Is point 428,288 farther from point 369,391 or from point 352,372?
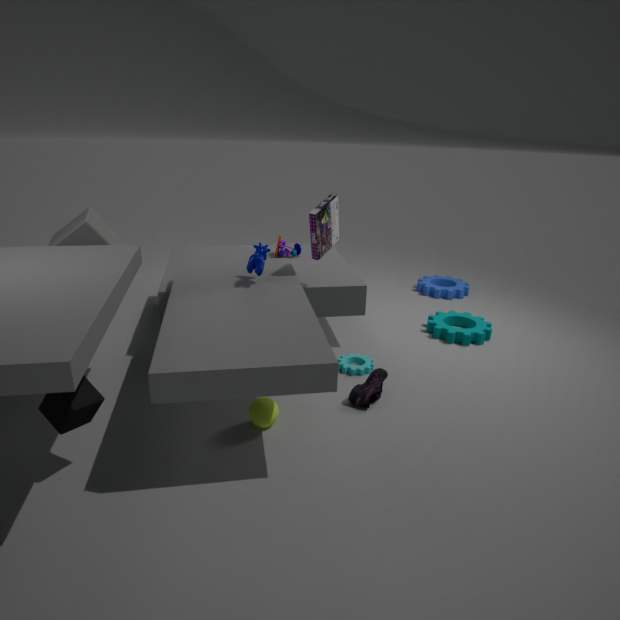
point 369,391
